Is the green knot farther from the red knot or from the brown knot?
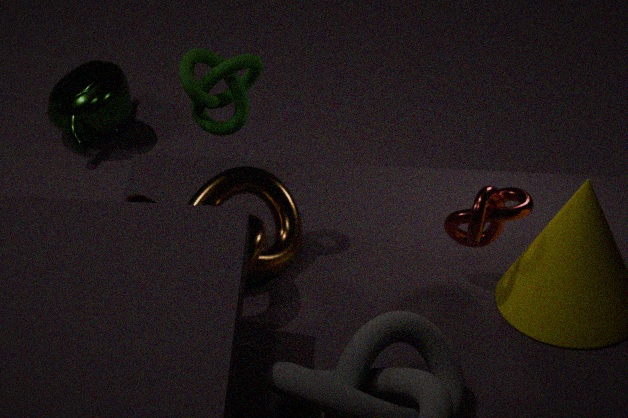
the red knot
